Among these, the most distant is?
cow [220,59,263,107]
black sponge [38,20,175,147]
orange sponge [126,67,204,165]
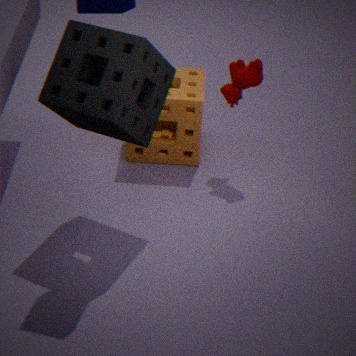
orange sponge [126,67,204,165]
